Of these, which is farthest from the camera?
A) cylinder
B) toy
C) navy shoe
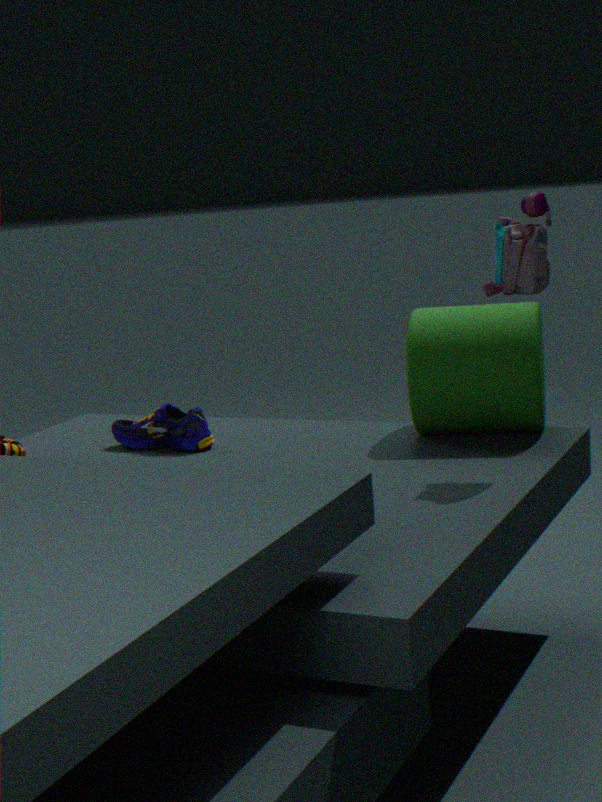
navy shoe
